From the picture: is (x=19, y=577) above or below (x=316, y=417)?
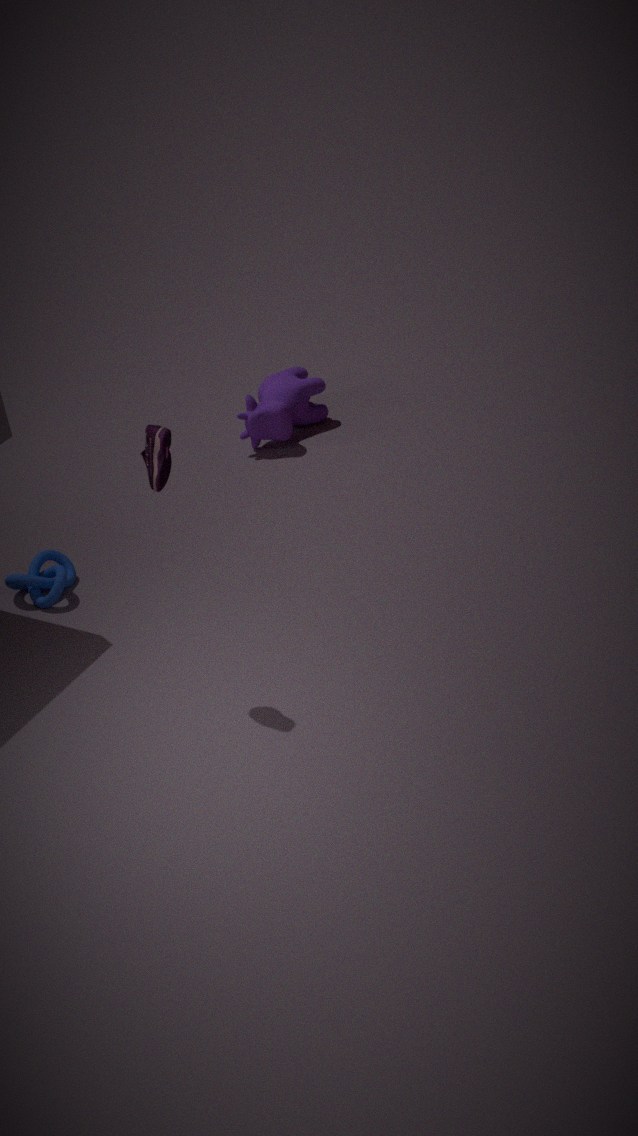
below
